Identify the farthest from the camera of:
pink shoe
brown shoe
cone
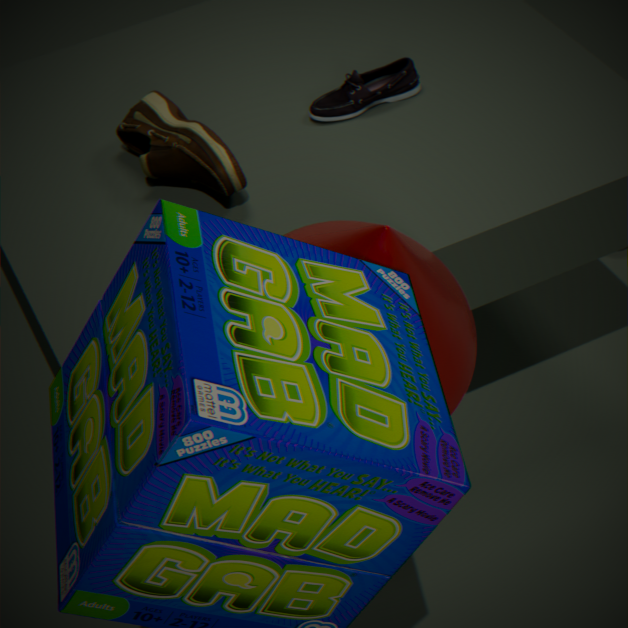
pink shoe
